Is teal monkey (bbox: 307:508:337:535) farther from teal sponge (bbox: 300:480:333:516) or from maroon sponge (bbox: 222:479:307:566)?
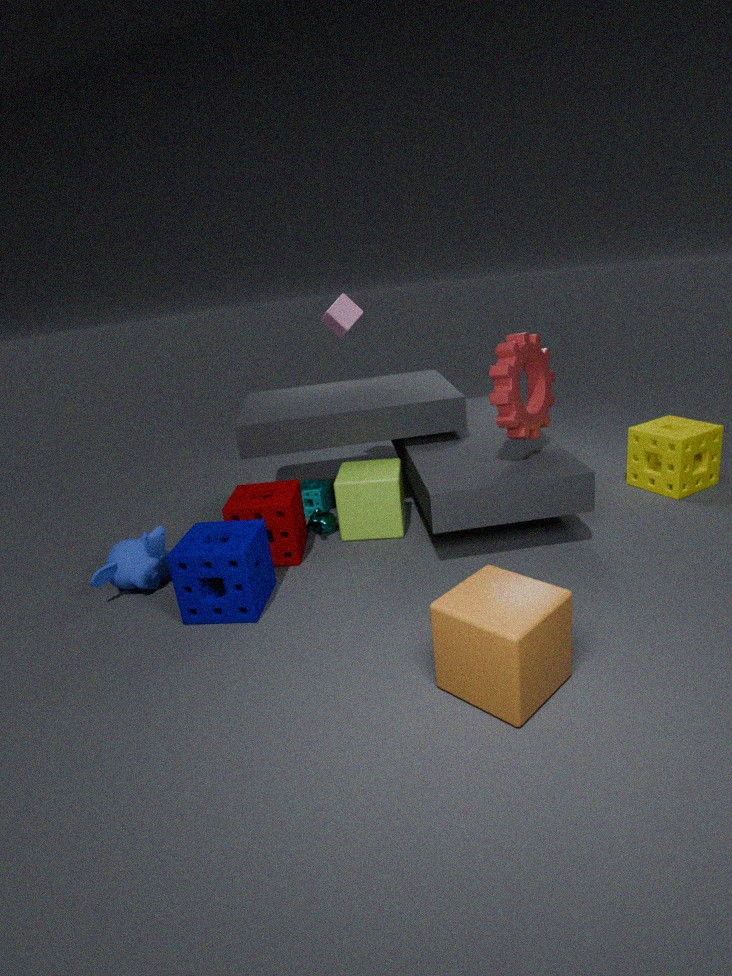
A: teal sponge (bbox: 300:480:333:516)
